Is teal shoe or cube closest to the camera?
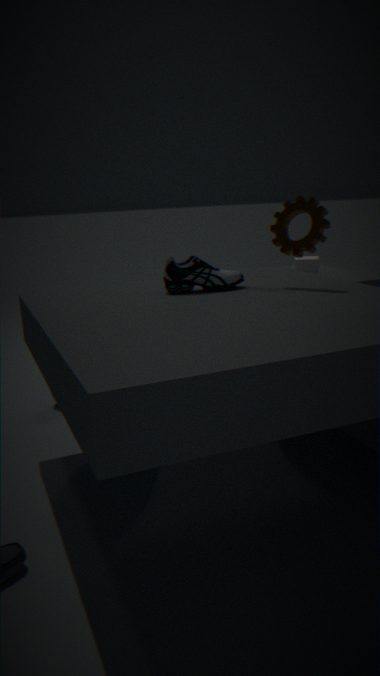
teal shoe
